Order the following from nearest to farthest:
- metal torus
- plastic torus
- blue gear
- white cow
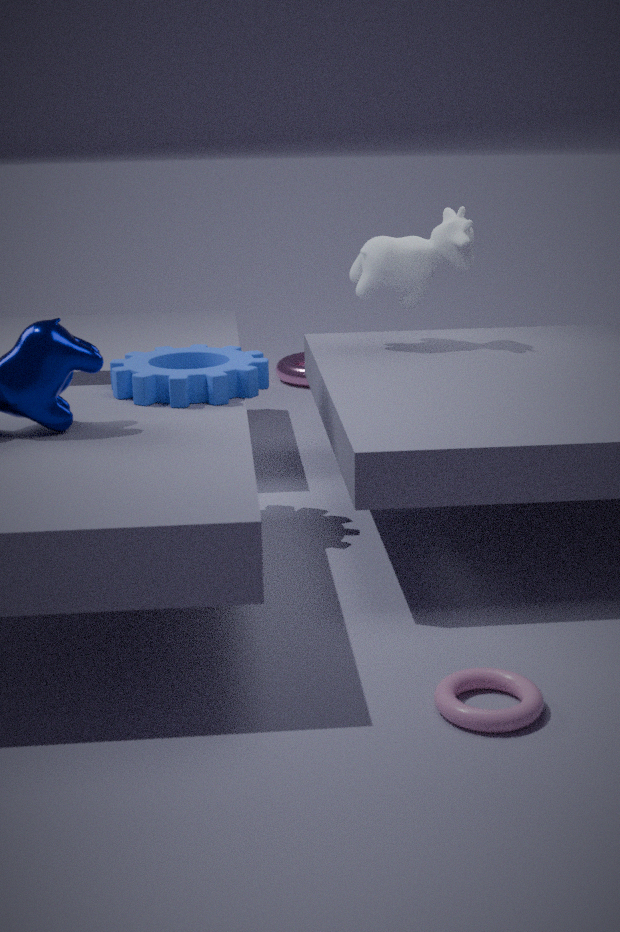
plastic torus < blue gear < white cow < metal torus
